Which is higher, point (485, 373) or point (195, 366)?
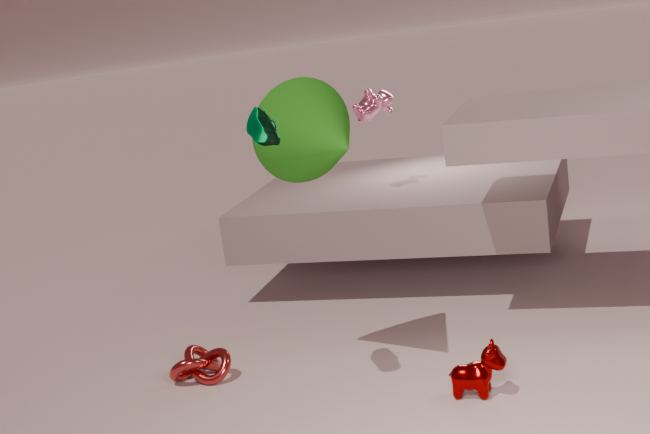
point (485, 373)
